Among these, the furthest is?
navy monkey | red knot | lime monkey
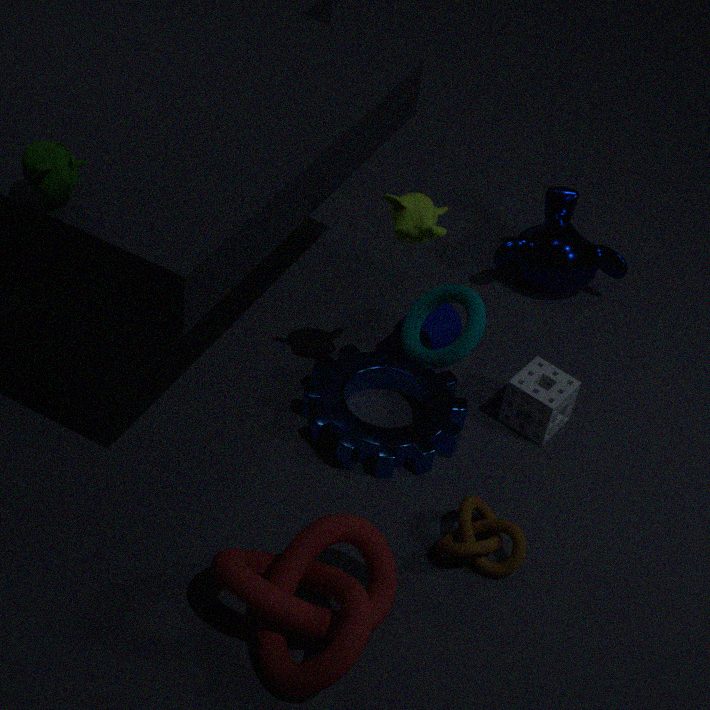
navy monkey
